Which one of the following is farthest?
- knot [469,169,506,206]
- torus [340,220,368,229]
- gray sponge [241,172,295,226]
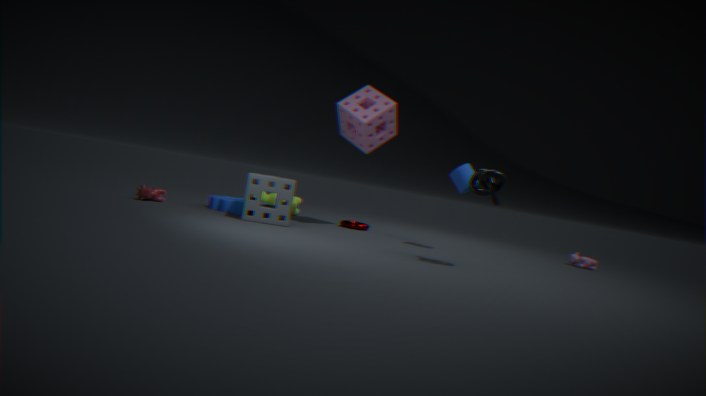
torus [340,220,368,229]
